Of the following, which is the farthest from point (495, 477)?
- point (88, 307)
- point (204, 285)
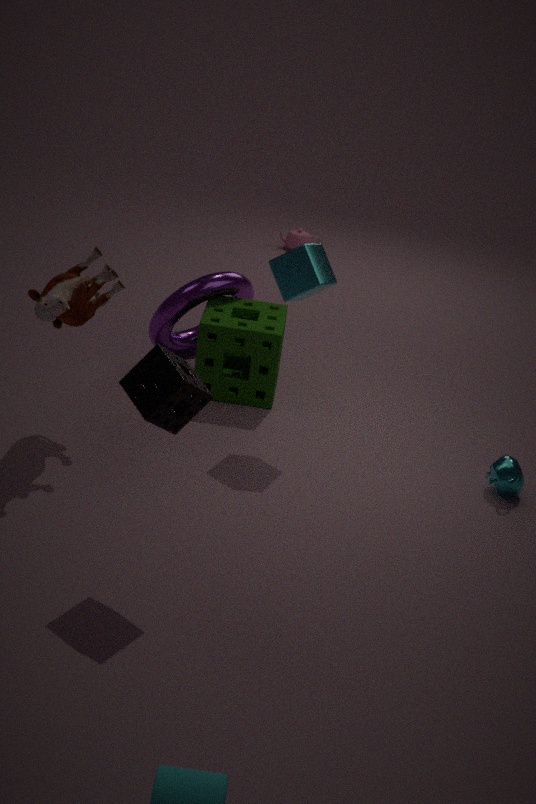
point (88, 307)
